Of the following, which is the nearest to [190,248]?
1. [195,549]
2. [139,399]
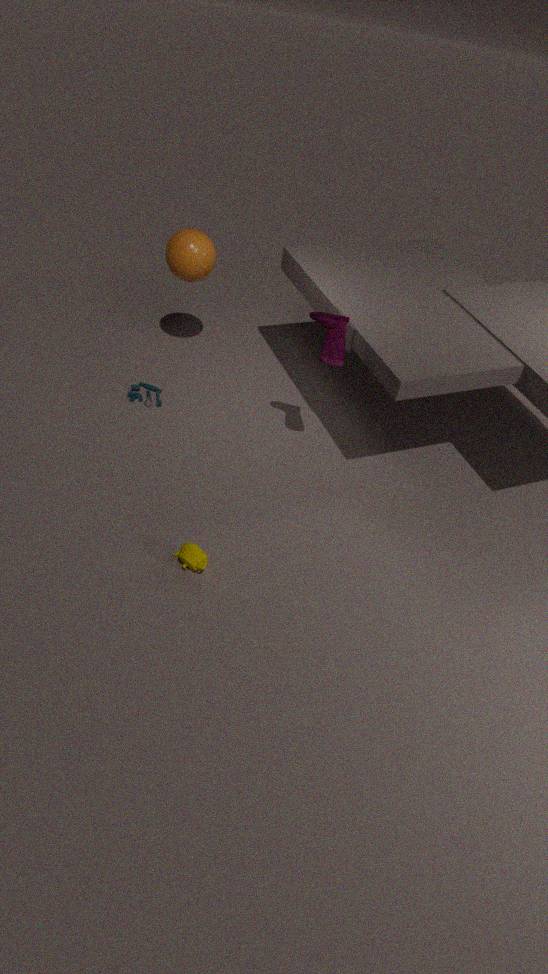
[139,399]
